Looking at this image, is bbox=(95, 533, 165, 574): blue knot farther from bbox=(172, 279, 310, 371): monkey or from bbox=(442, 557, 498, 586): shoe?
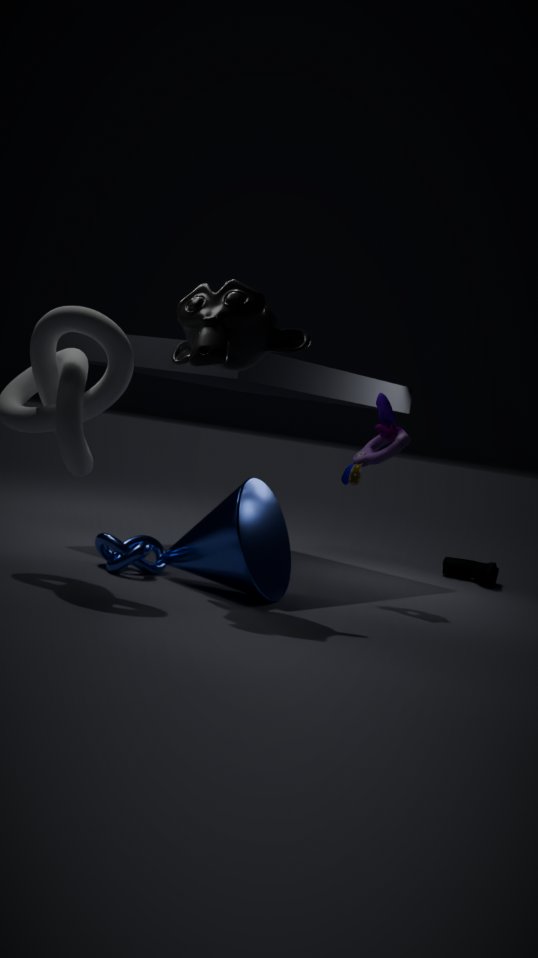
bbox=(442, 557, 498, 586): shoe
